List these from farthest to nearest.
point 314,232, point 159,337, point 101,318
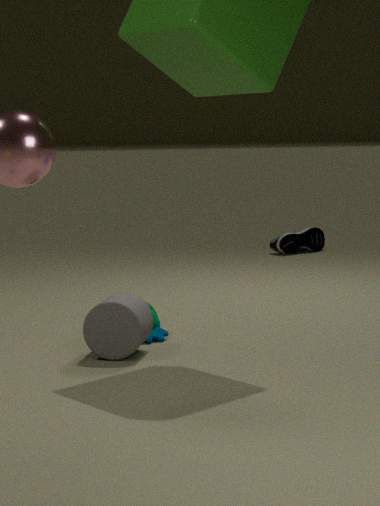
point 314,232 → point 159,337 → point 101,318
